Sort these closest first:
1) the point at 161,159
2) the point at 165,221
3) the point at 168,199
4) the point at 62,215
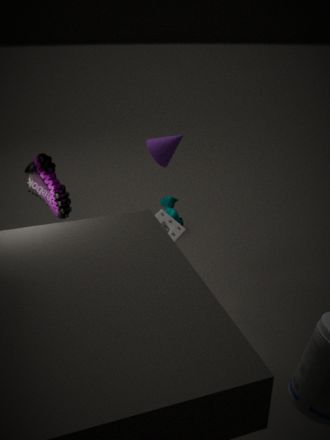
1. 4. the point at 62,215
2. 2. the point at 165,221
3. 3. the point at 168,199
4. 1. the point at 161,159
